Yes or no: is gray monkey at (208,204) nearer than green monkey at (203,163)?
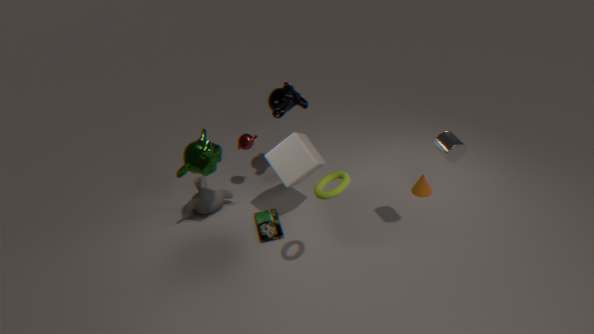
No
